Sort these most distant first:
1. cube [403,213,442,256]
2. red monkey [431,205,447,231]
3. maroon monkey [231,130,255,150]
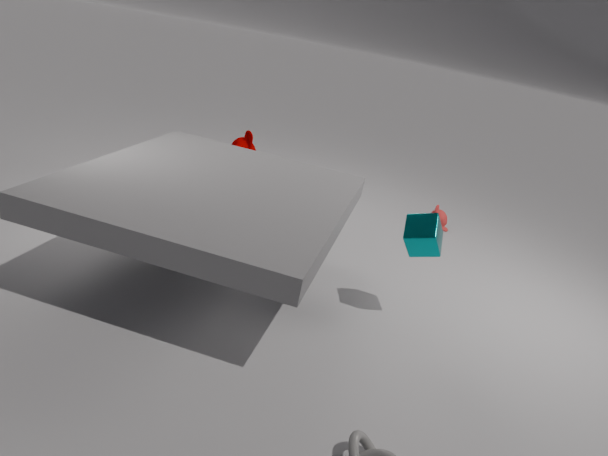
1. maroon monkey [231,130,255,150]
2. red monkey [431,205,447,231]
3. cube [403,213,442,256]
